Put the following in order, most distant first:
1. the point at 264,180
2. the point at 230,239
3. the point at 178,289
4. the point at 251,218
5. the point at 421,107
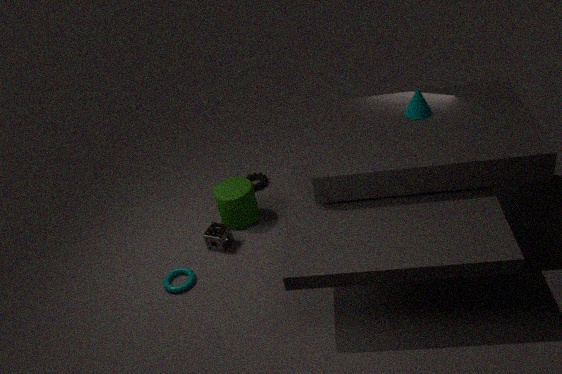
the point at 264,180 < the point at 251,218 < the point at 230,239 < the point at 178,289 < the point at 421,107
